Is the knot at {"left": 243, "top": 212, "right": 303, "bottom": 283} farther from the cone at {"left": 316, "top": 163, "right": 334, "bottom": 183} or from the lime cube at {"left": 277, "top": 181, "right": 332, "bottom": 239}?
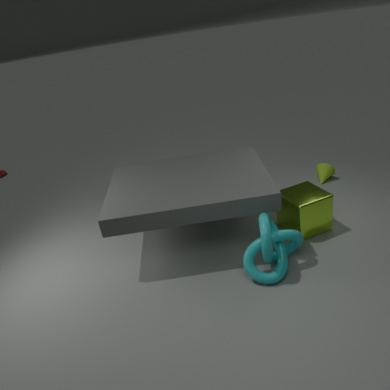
the cone at {"left": 316, "top": 163, "right": 334, "bottom": 183}
